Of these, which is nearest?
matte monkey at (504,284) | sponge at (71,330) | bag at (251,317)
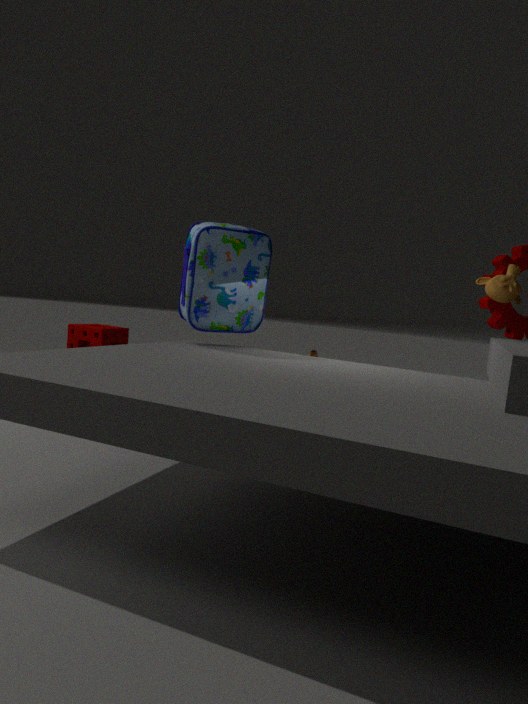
bag at (251,317)
